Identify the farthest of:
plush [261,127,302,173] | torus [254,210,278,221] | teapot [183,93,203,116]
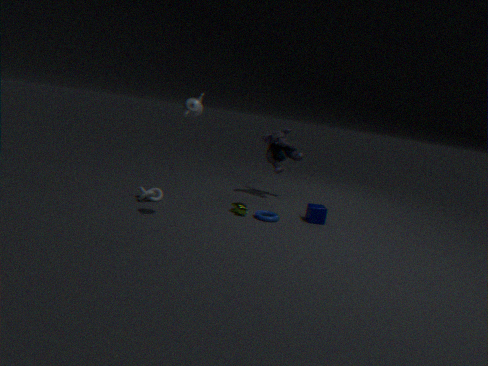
plush [261,127,302,173]
